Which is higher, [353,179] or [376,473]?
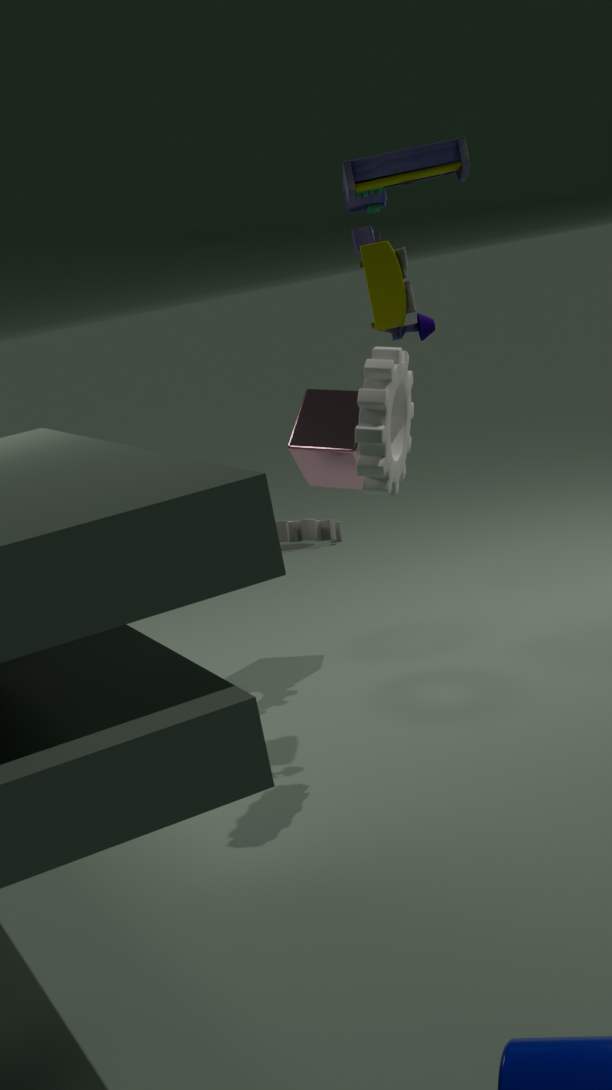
[353,179]
